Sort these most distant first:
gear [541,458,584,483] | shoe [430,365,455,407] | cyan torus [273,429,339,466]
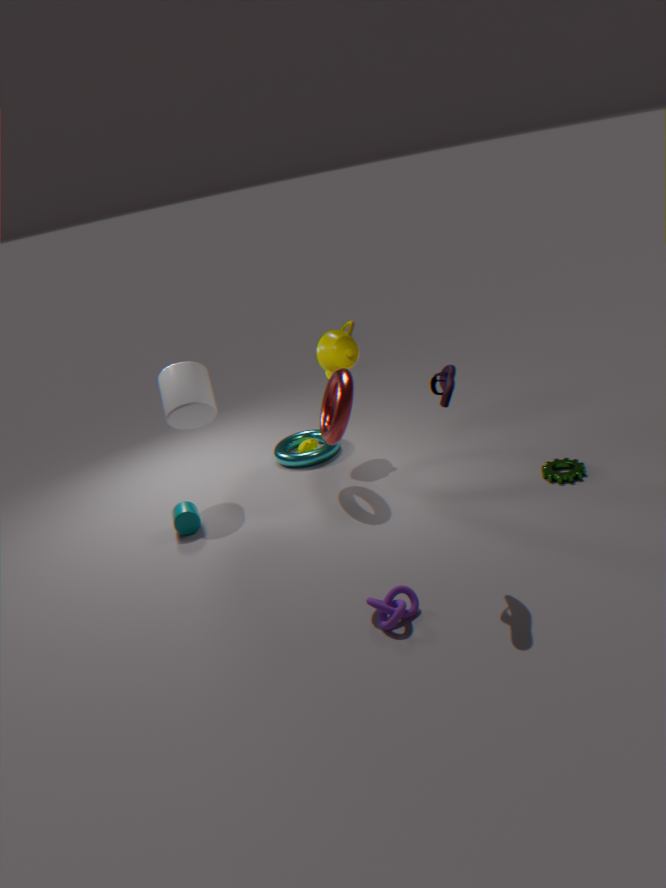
cyan torus [273,429,339,466]
gear [541,458,584,483]
shoe [430,365,455,407]
